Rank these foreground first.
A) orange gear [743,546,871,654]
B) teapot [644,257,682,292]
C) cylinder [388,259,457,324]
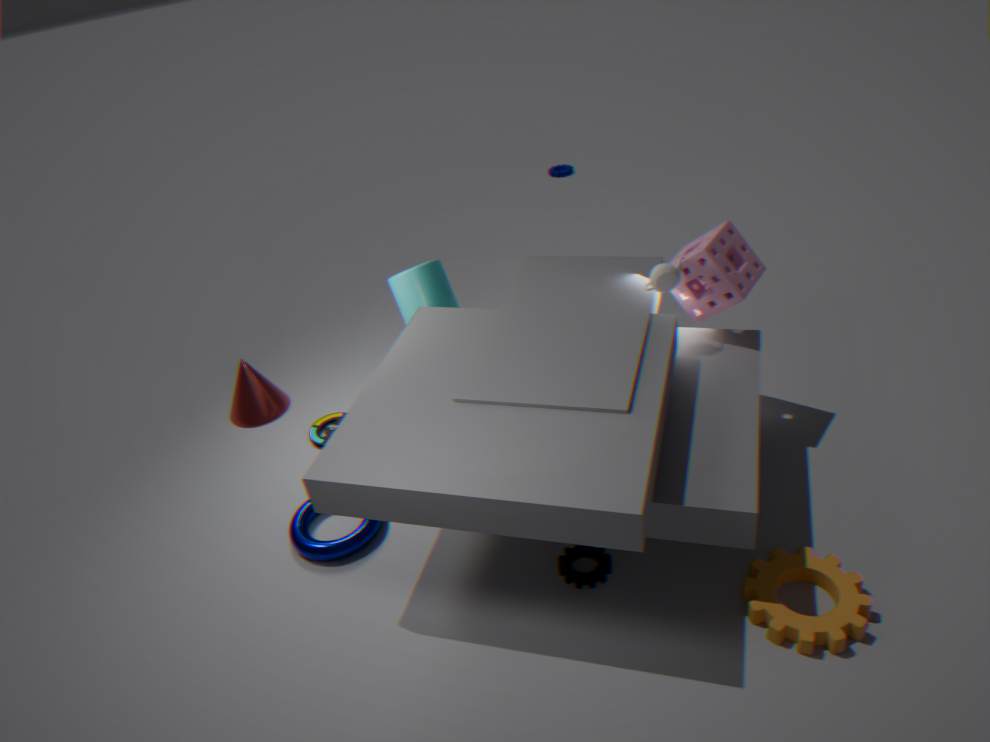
1. orange gear [743,546,871,654]
2. teapot [644,257,682,292]
3. cylinder [388,259,457,324]
